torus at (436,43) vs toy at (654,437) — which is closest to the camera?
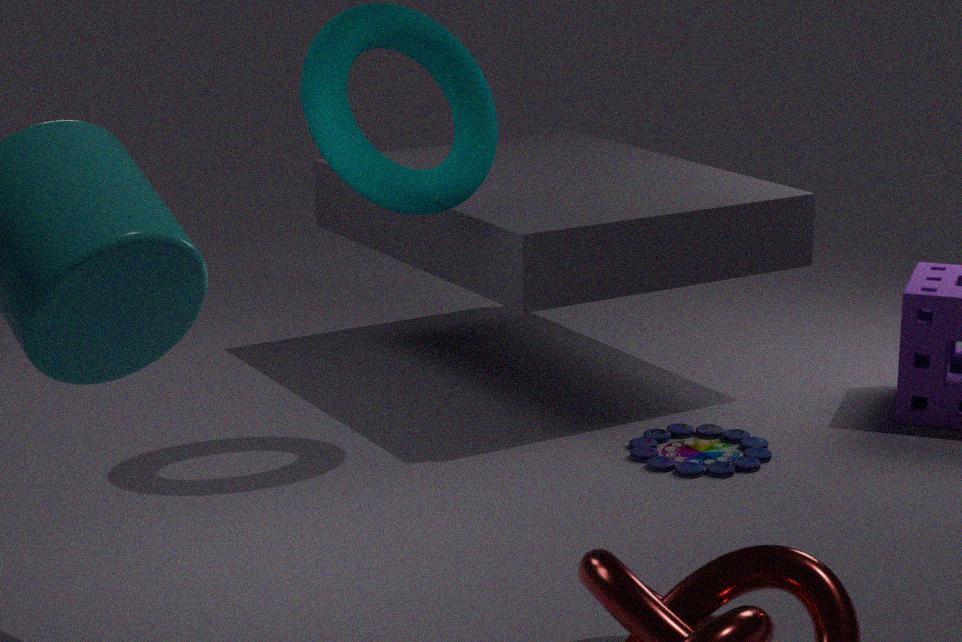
torus at (436,43)
